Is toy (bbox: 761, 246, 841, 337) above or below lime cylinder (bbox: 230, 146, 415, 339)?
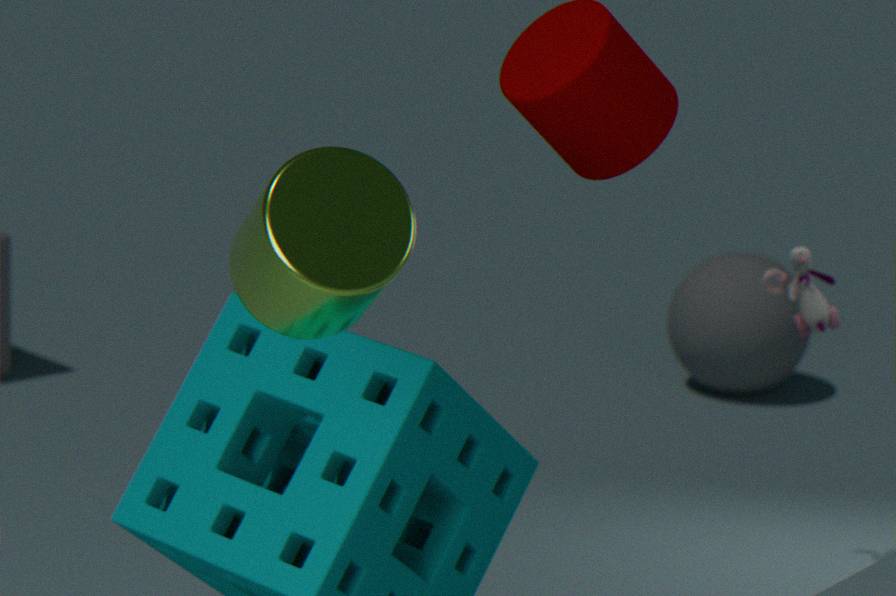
below
